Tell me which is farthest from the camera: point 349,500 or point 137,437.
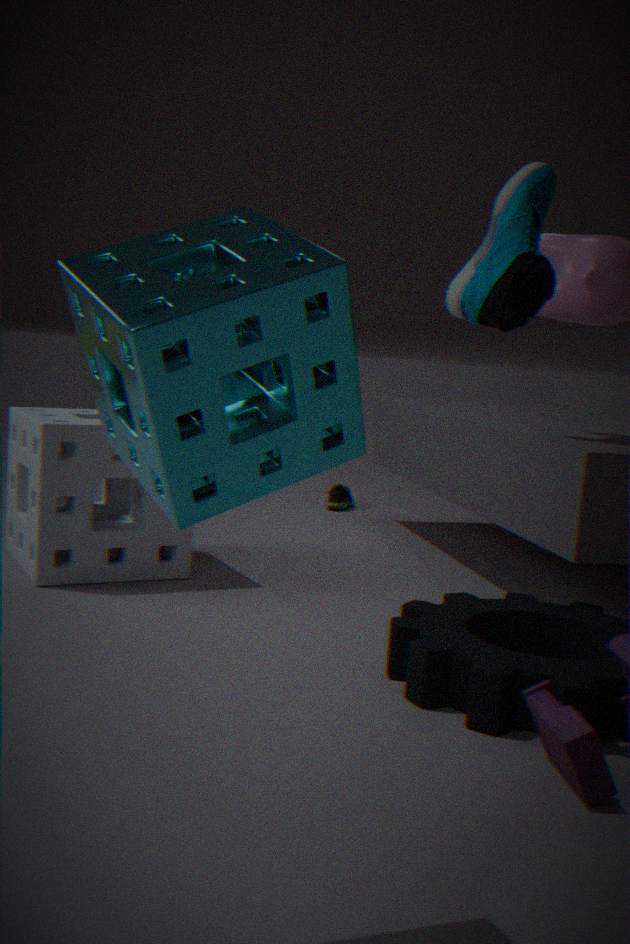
point 349,500
